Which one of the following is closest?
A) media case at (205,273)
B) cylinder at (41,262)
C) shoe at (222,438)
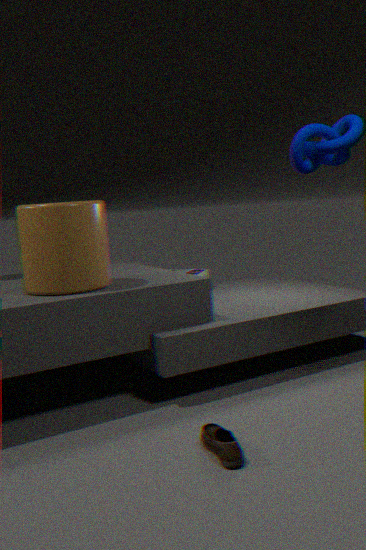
shoe at (222,438)
